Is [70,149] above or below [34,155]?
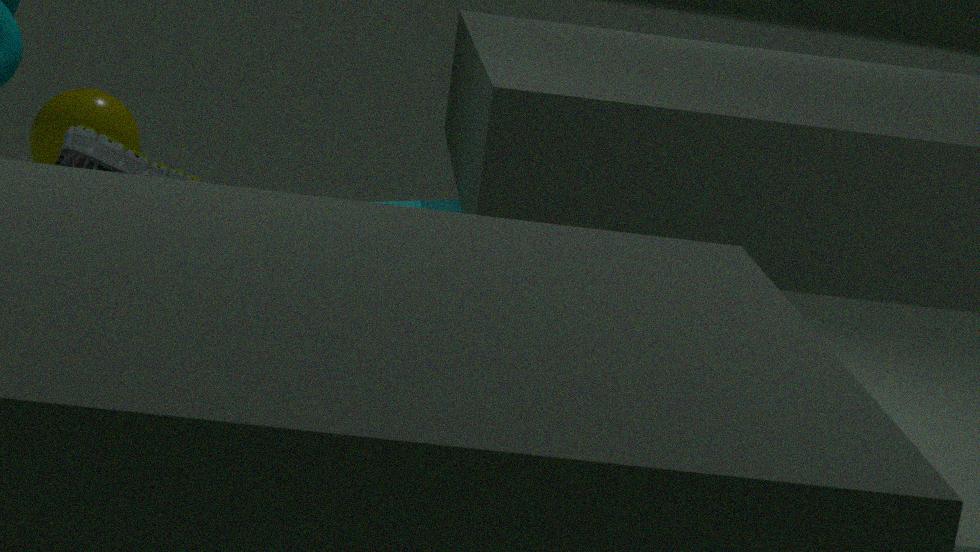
above
